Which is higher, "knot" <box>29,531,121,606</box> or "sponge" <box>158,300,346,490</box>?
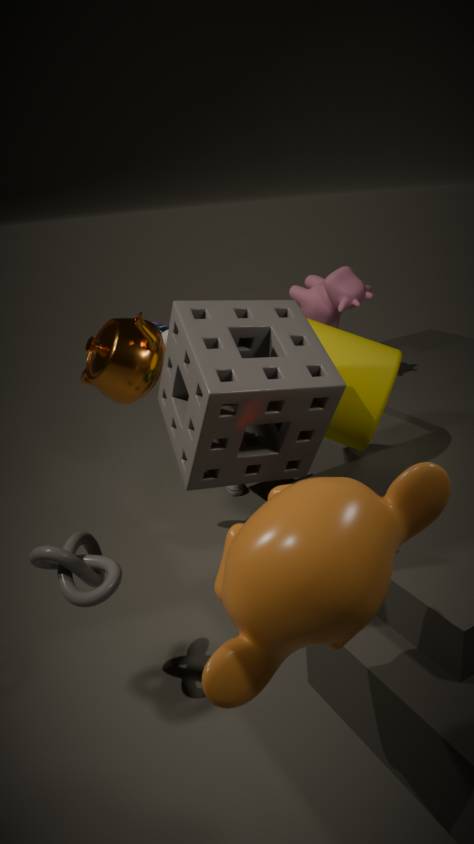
"sponge" <box>158,300,346,490</box>
